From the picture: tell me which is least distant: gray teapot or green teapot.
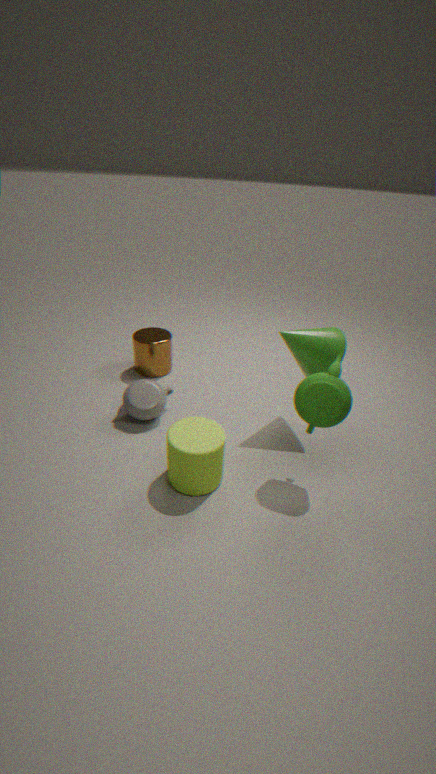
green teapot
